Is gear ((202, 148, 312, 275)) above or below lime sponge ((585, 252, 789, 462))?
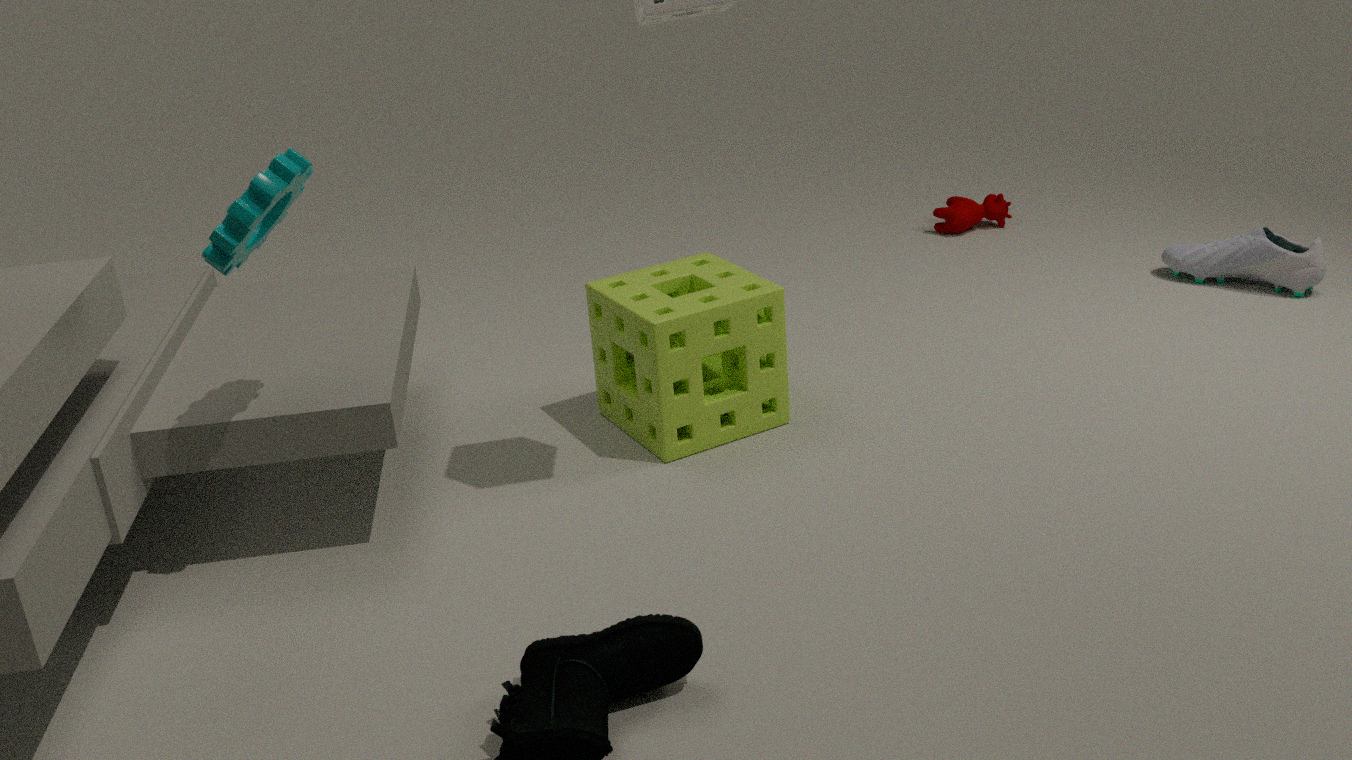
above
